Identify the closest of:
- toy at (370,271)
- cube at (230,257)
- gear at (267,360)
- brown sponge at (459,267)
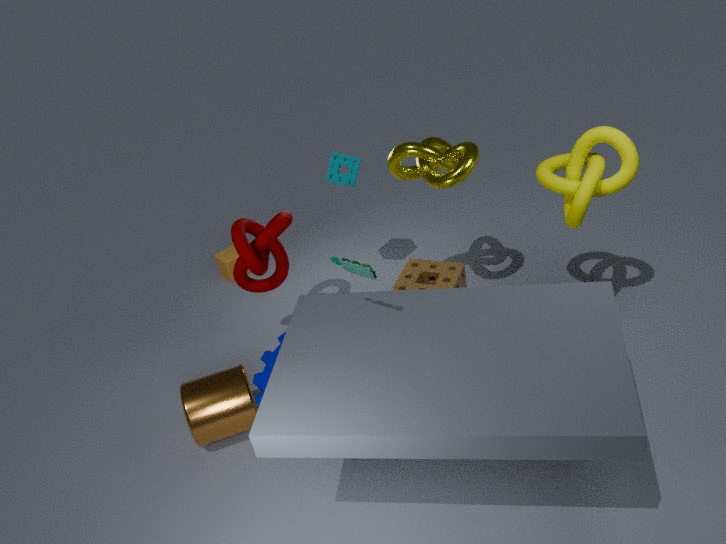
toy at (370,271)
